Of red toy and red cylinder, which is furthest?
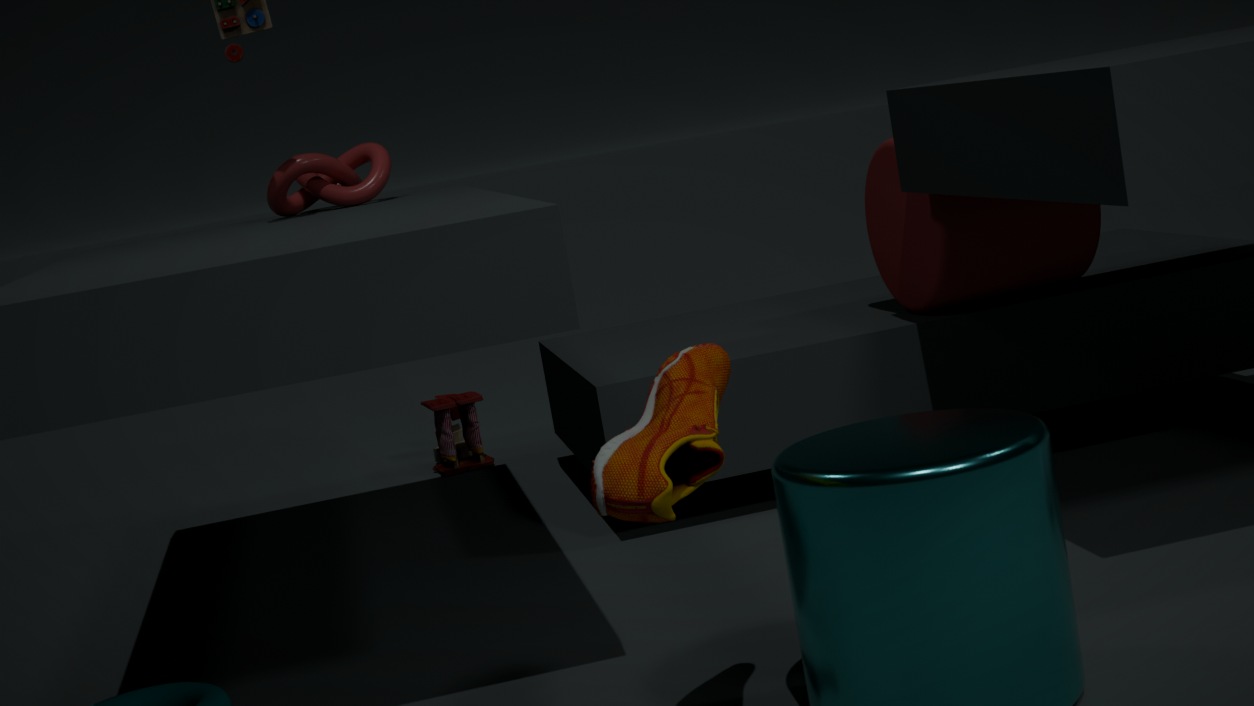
red toy
